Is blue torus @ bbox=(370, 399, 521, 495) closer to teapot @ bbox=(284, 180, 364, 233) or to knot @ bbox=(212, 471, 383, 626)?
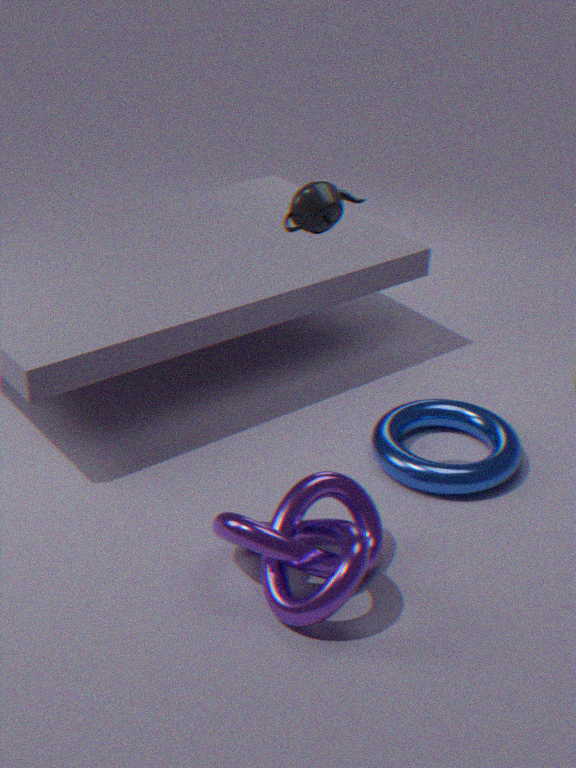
knot @ bbox=(212, 471, 383, 626)
